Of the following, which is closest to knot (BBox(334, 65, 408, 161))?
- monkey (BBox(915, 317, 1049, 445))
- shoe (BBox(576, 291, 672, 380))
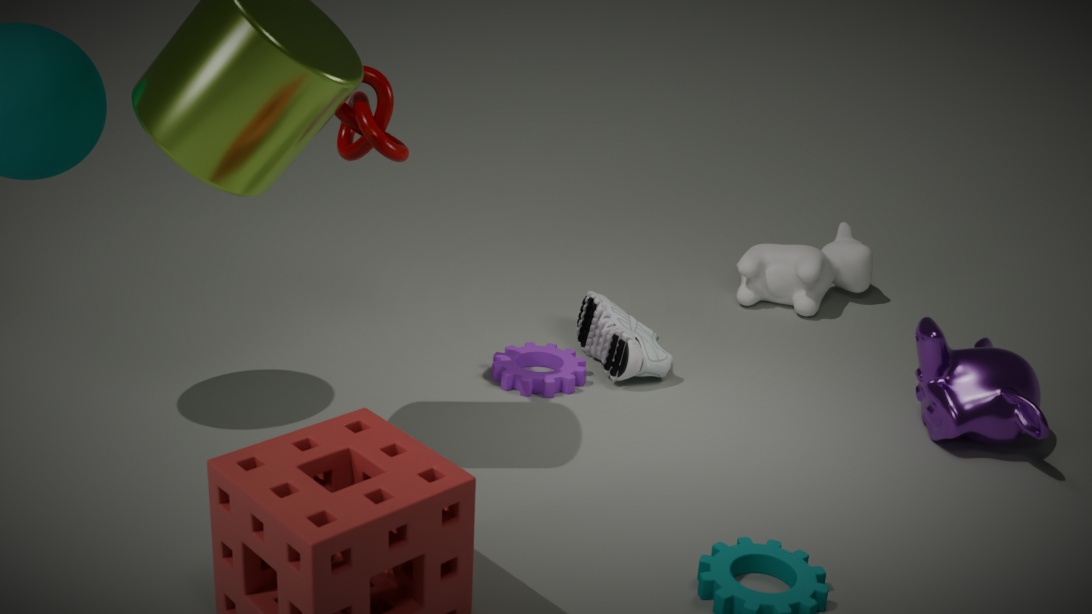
shoe (BBox(576, 291, 672, 380))
